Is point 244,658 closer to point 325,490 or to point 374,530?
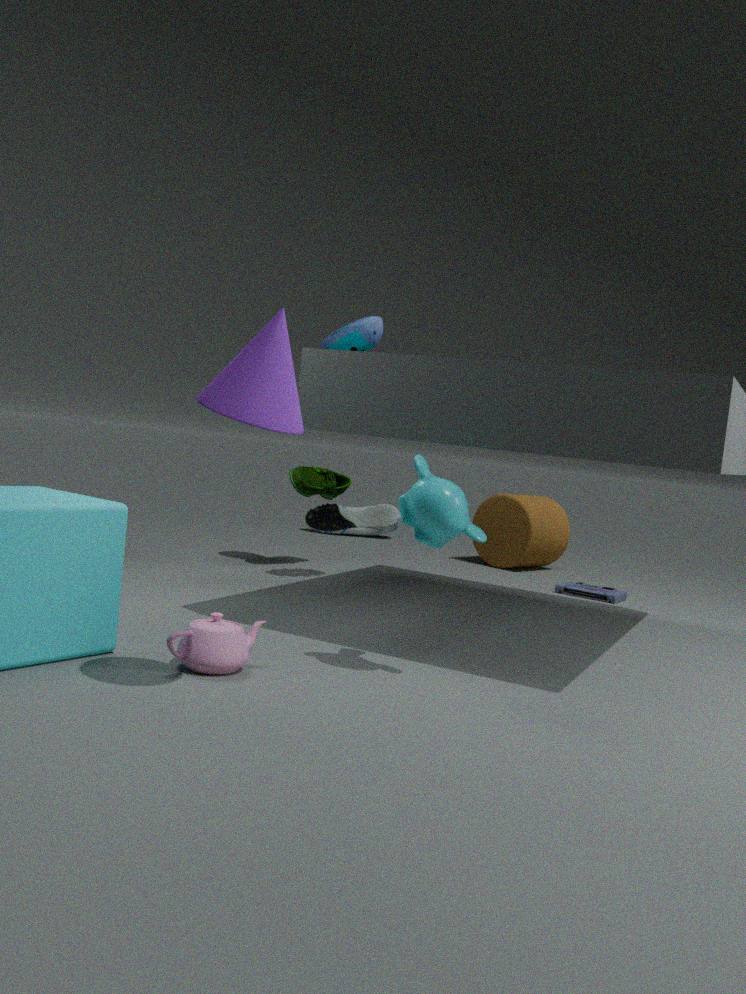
point 325,490
